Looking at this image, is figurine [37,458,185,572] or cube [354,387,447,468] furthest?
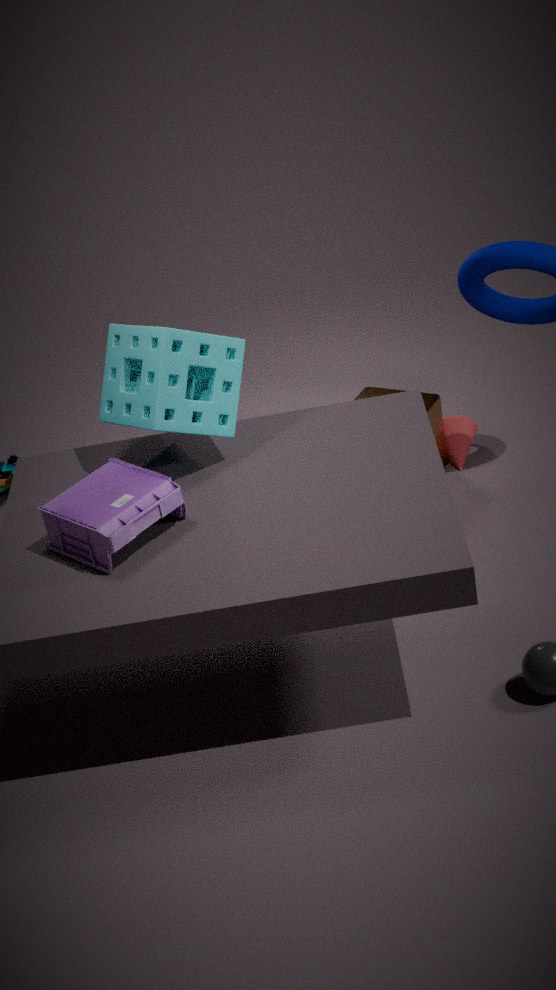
cube [354,387,447,468]
